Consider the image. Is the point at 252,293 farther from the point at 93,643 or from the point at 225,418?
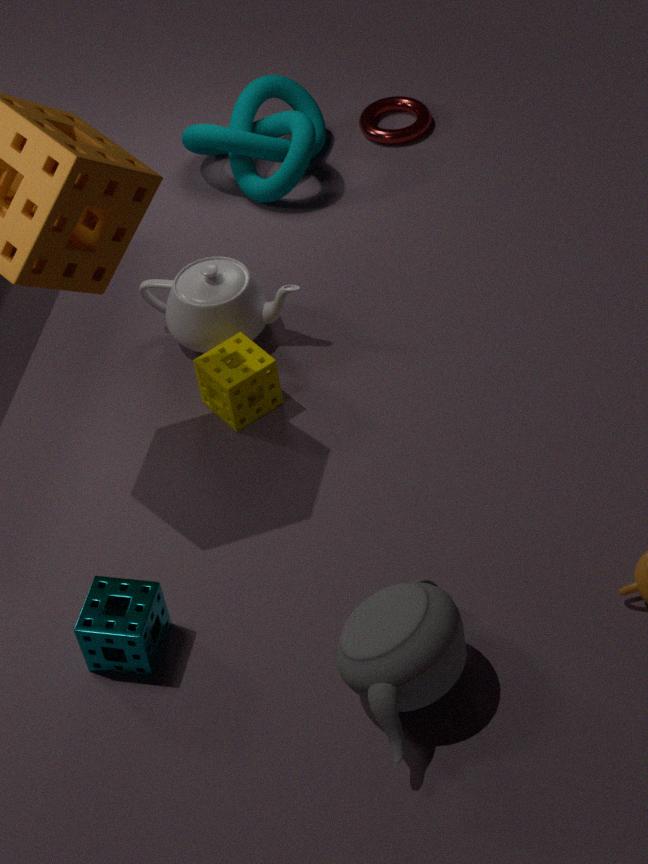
the point at 93,643
